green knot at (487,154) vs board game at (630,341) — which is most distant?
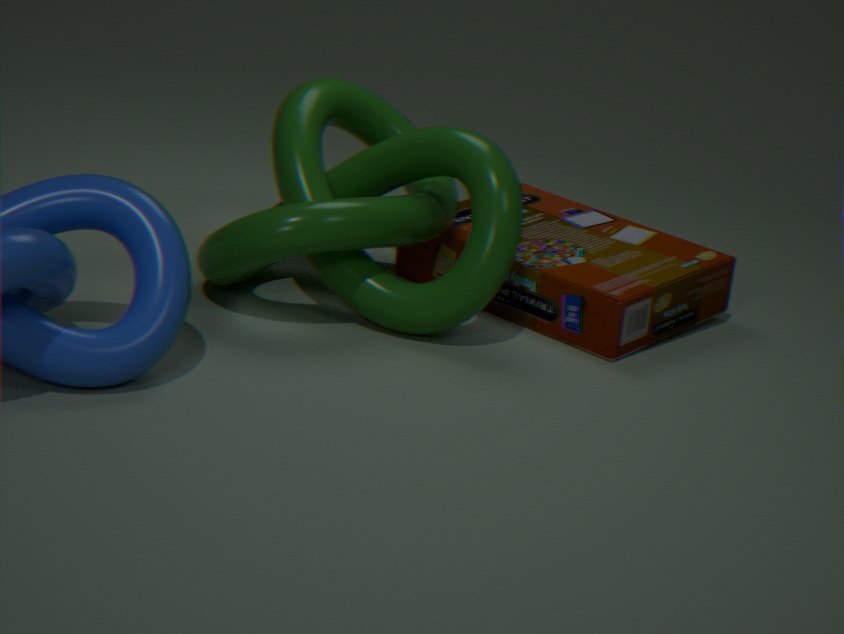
board game at (630,341)
